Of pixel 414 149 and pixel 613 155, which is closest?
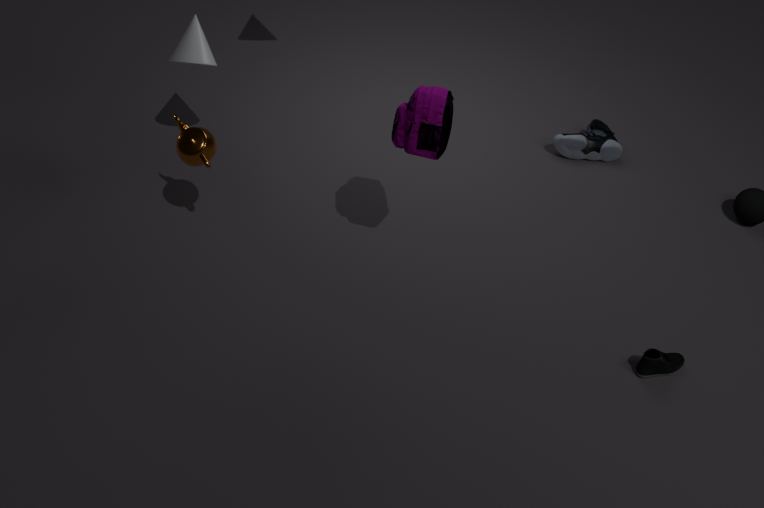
pixel 414 149
